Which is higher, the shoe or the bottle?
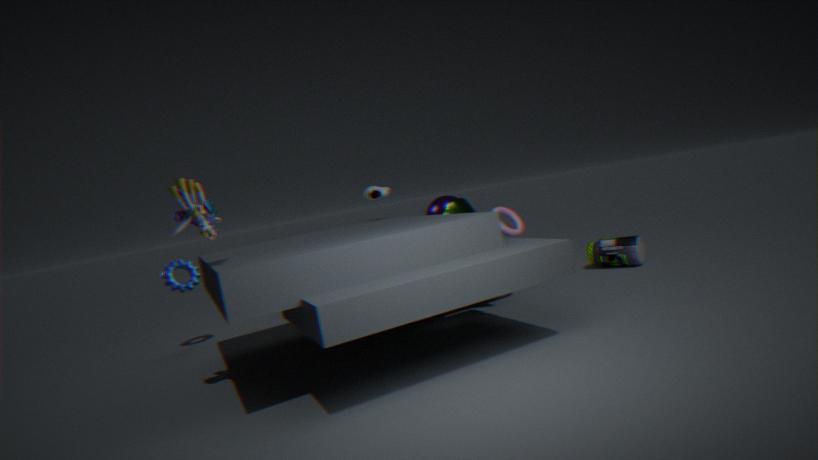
the shoe
